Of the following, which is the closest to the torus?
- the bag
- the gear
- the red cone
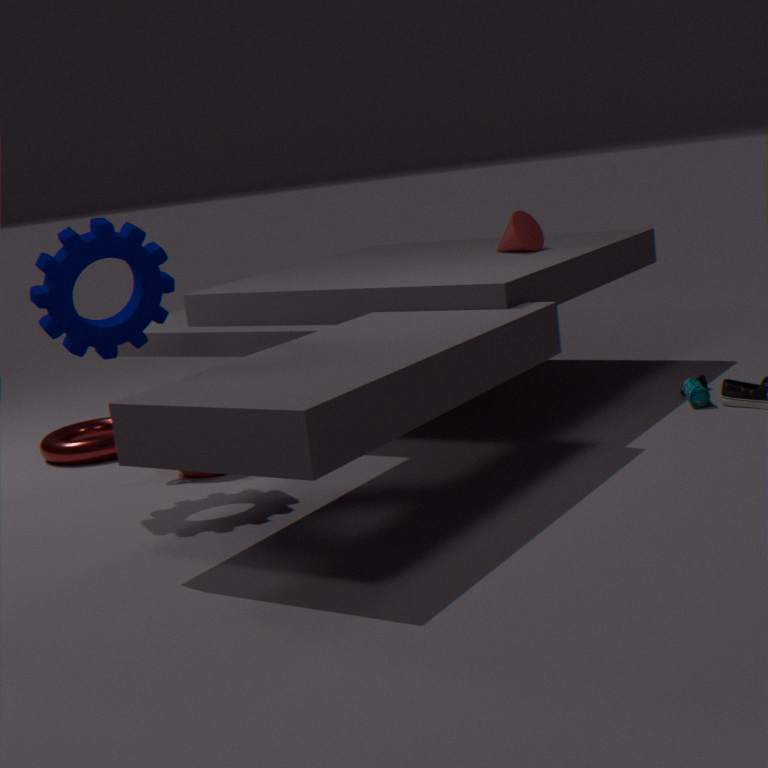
the gear
